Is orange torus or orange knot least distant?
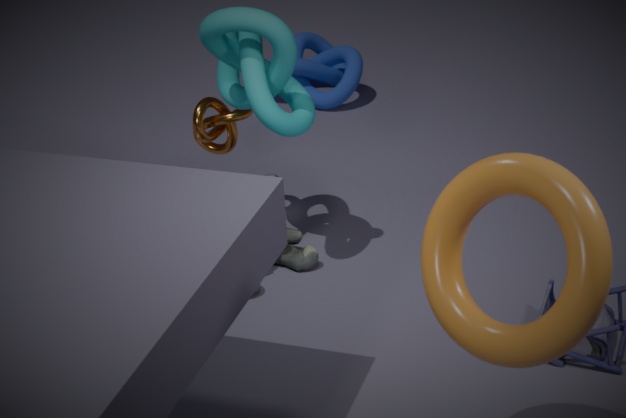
orange torus
